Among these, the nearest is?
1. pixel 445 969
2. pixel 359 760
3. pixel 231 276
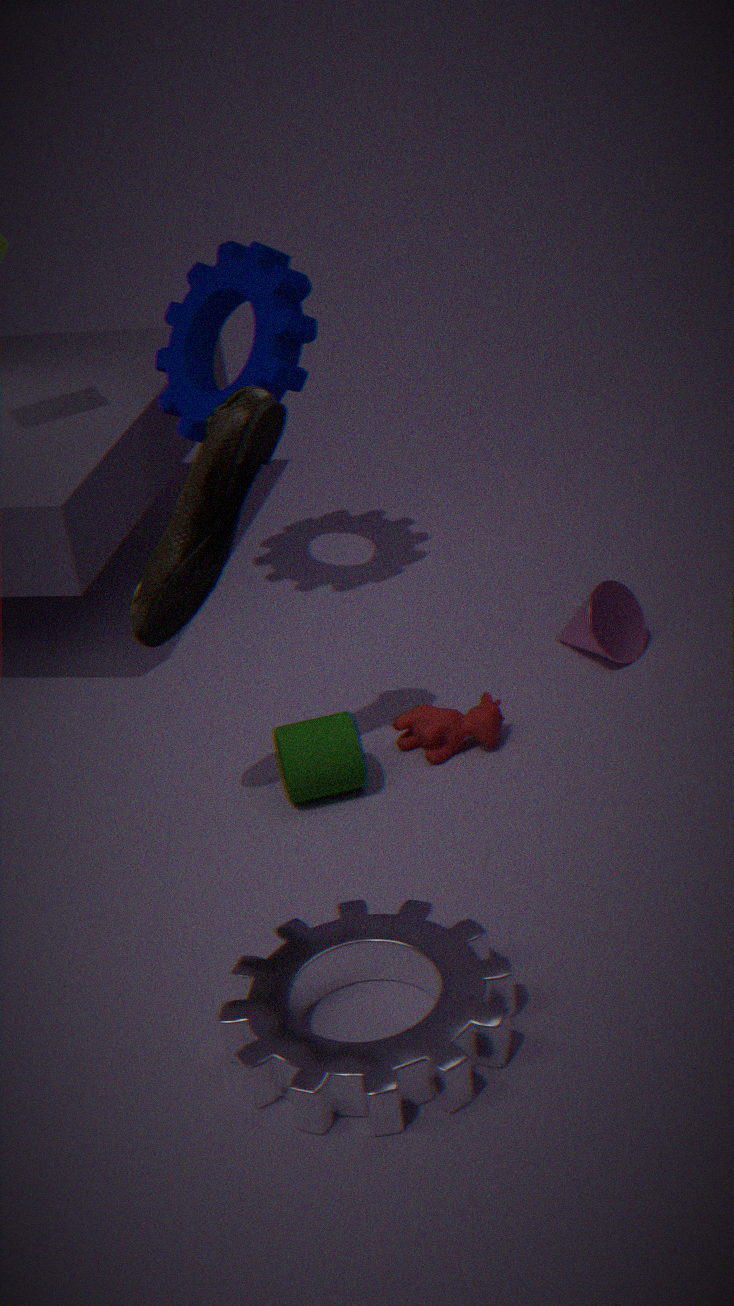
pixel 445 969
